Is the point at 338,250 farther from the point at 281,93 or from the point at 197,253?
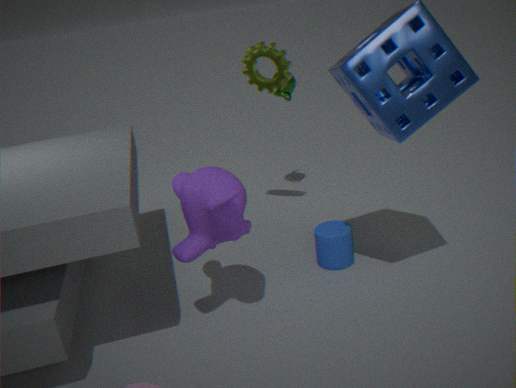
the point at 281,93
